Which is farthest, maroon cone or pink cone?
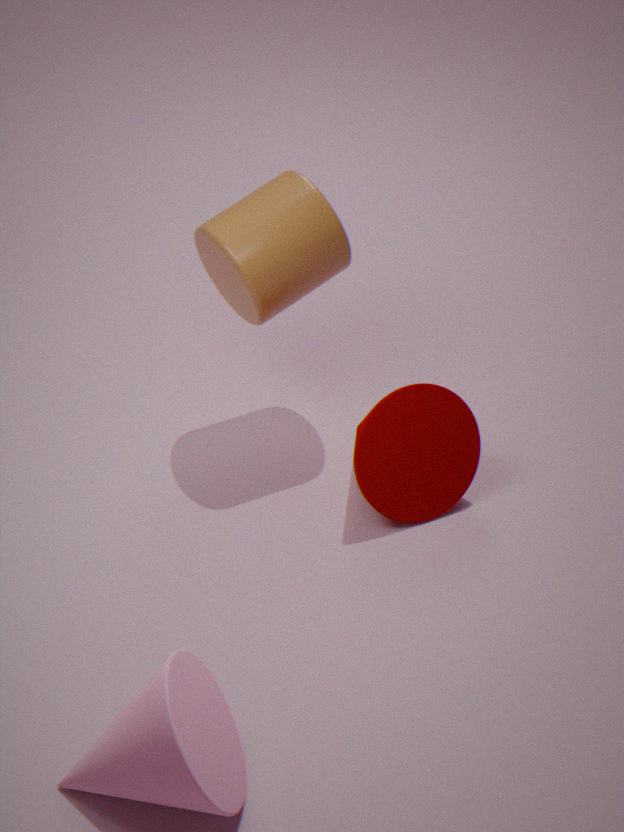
maroon cone
